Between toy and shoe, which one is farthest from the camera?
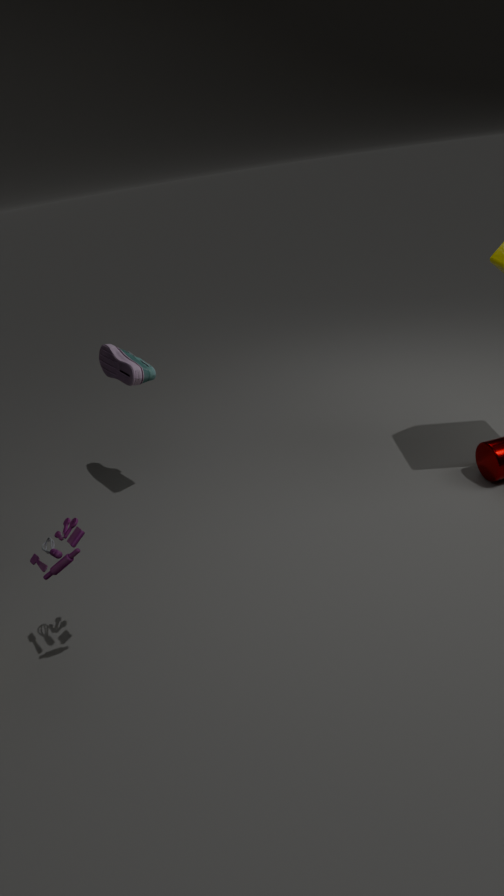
shoe
